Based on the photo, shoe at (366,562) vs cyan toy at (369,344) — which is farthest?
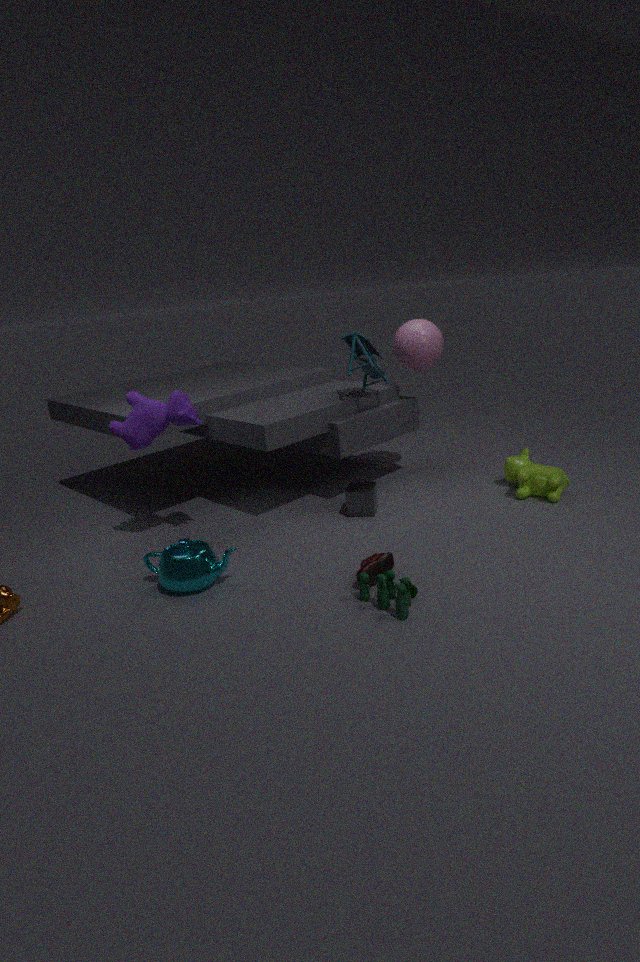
cyan toy at (369,344)
